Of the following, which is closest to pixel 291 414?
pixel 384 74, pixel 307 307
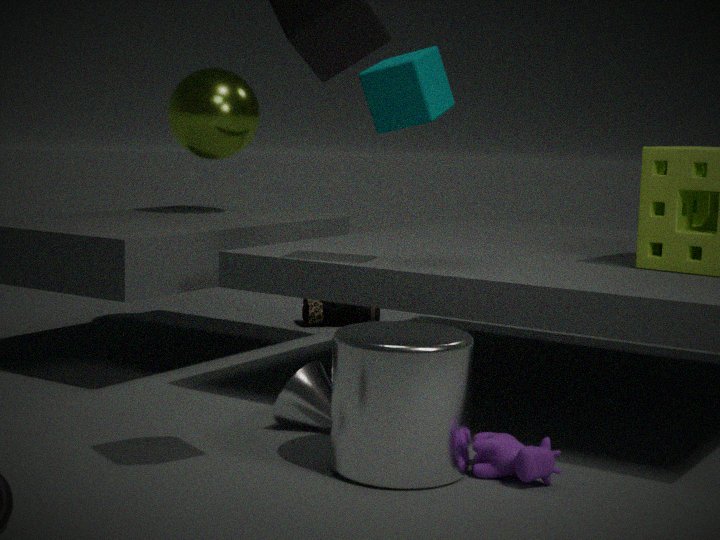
pixel 384 74
